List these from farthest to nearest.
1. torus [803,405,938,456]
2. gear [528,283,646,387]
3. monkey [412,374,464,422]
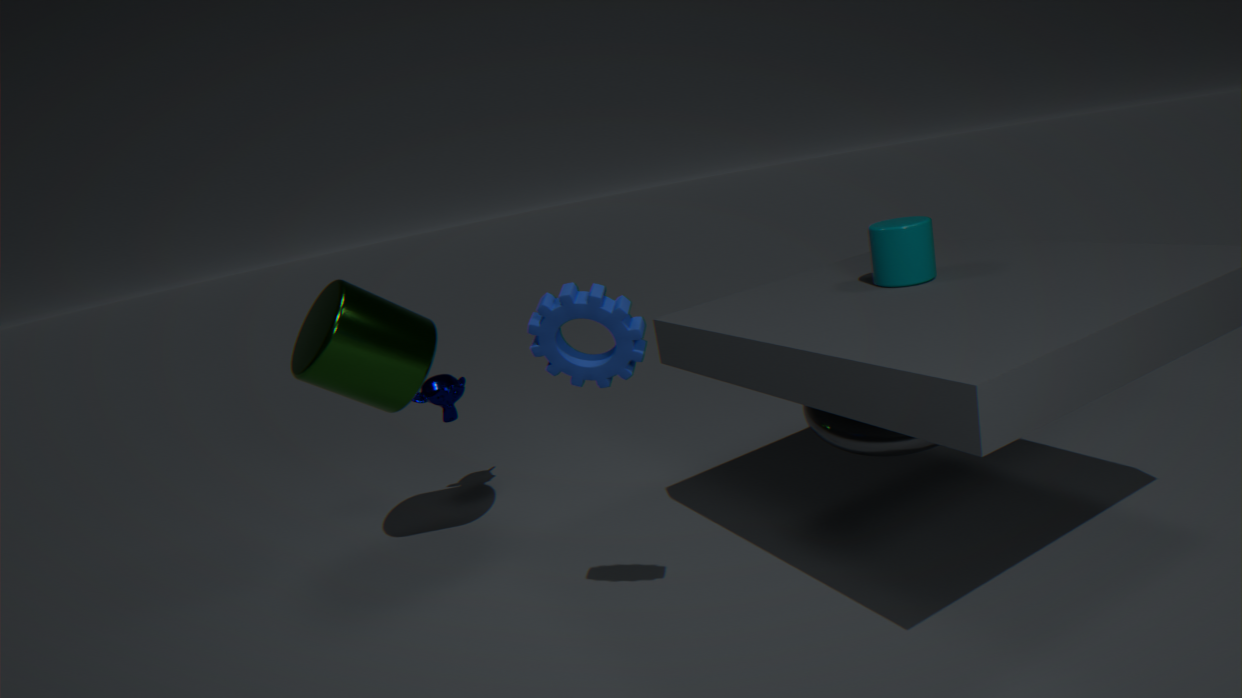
monkey [412,374,464,422] → torus [803,405,938,456] → gear [528,283,646,387]
